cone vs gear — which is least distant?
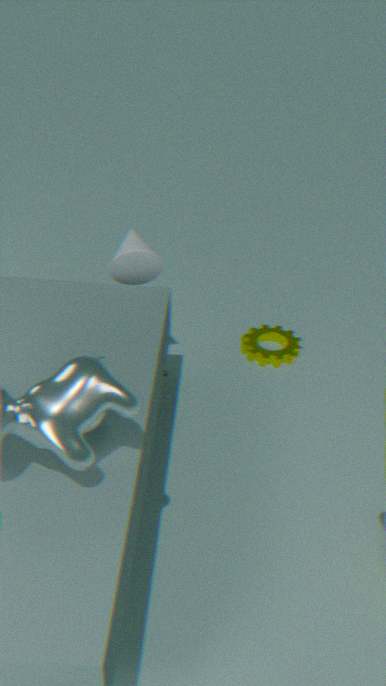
cone
